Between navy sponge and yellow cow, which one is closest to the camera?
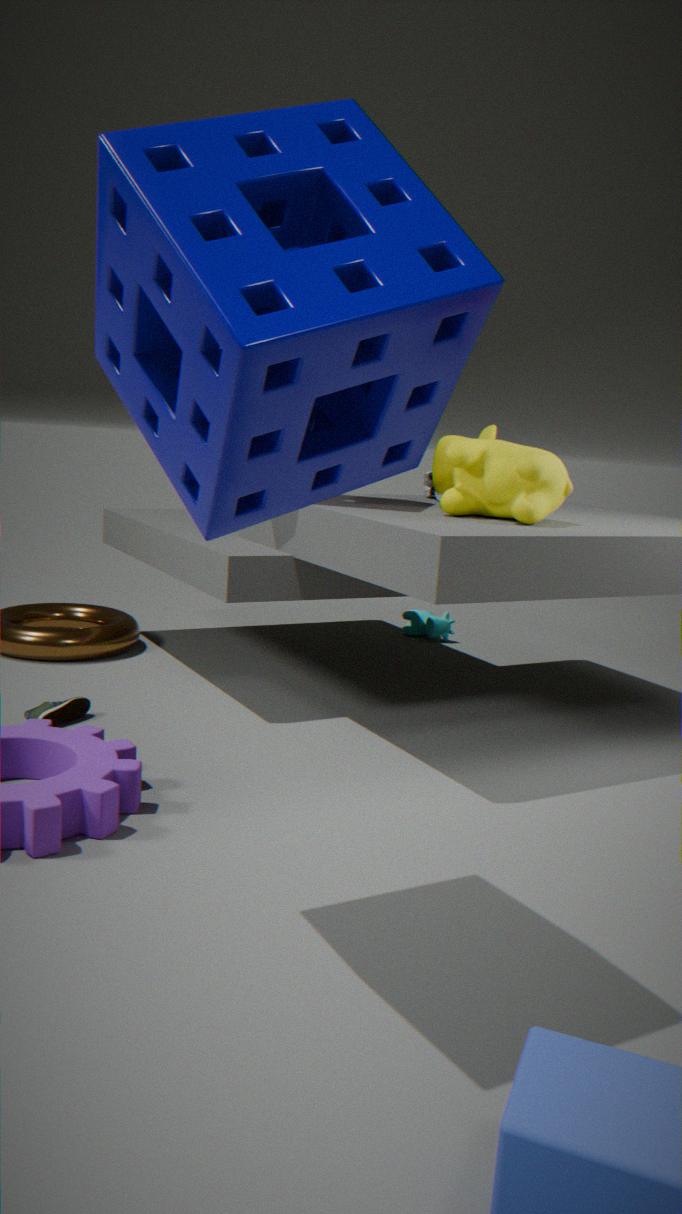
navy sponge
